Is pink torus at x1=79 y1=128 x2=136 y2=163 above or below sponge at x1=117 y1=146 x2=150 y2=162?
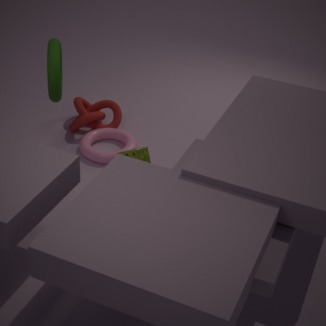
below
